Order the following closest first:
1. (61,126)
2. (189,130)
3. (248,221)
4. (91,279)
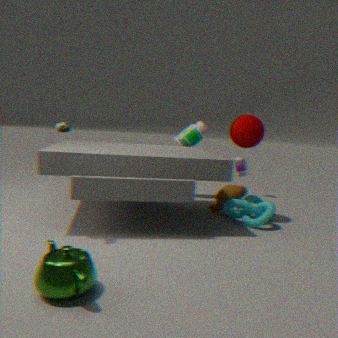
(91,279), (61,126), (248,221), (189,130)
